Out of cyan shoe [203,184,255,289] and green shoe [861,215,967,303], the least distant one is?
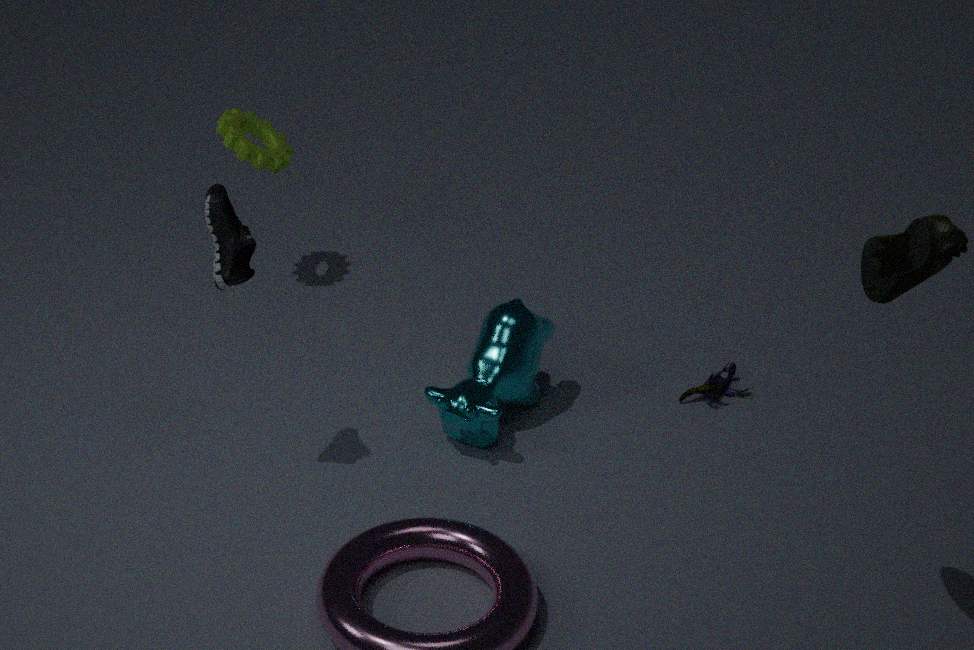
green shoe [861,215,967,303]
